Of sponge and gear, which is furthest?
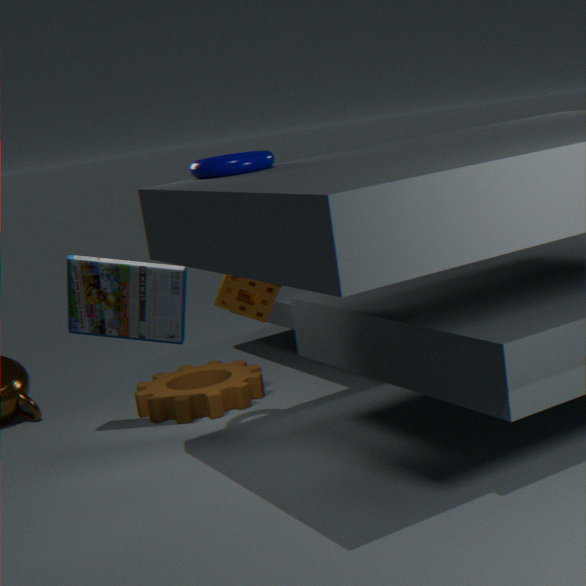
gear
